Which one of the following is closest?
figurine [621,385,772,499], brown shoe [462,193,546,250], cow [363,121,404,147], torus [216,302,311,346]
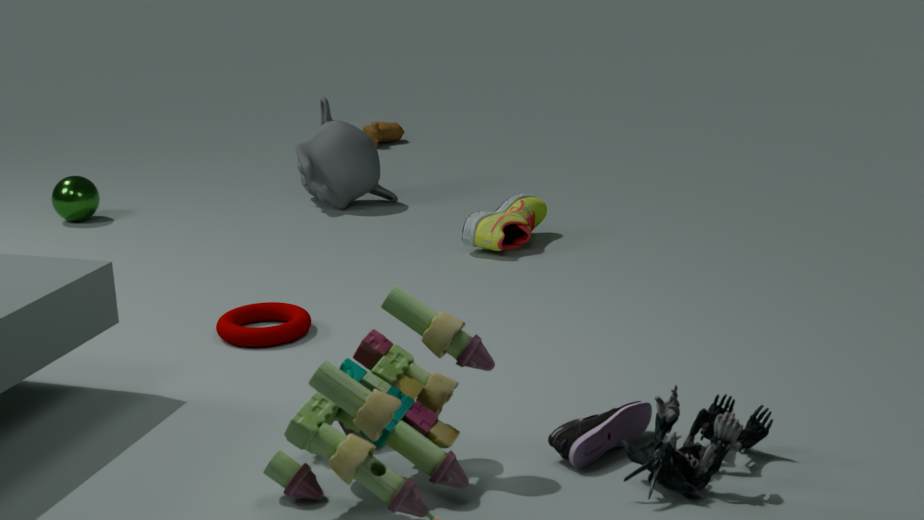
figurine [621,385,772,499]
